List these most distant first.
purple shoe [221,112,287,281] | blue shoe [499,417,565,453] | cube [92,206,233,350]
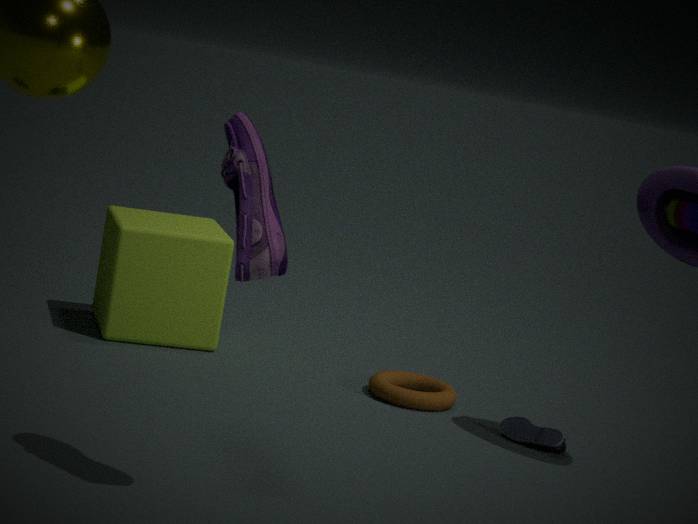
cube [92,206,233,350], blue shoe [499,417,565,453], purple shoe [221,112,287,281]
